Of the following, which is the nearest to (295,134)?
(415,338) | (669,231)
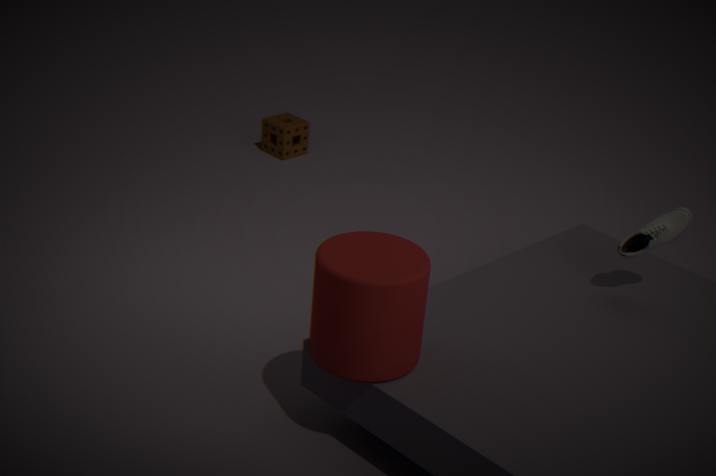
(669,231)
